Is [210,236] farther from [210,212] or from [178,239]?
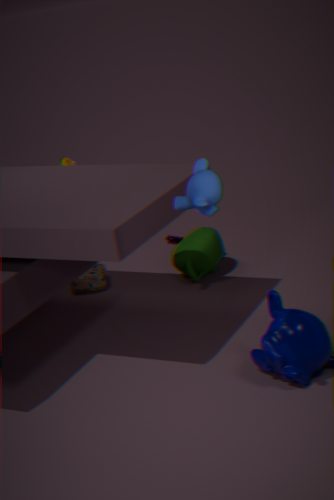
[210,212]
